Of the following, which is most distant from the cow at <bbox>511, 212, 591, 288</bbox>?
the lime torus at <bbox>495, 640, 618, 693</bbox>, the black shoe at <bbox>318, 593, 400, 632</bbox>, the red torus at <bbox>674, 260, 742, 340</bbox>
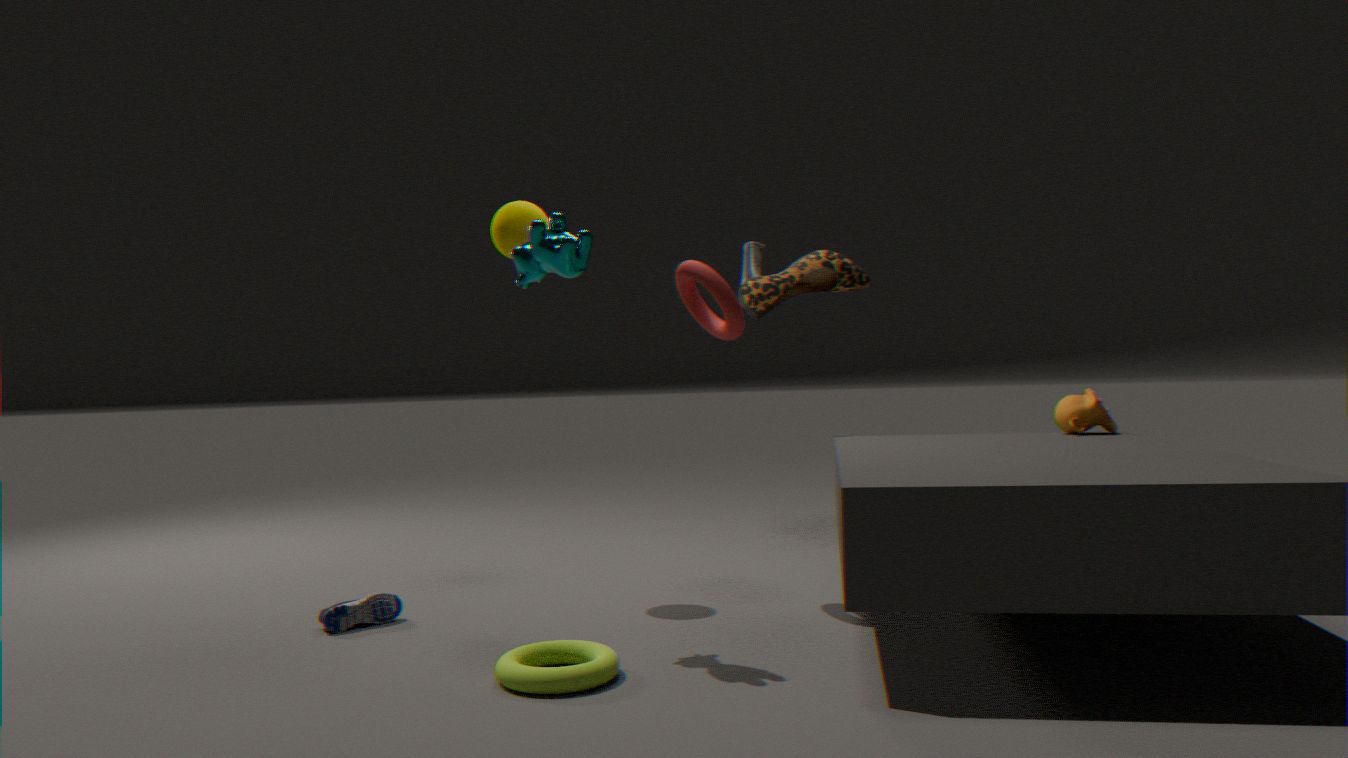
the black shoe at <bbox>318, 593, 400, 632</bbox>
